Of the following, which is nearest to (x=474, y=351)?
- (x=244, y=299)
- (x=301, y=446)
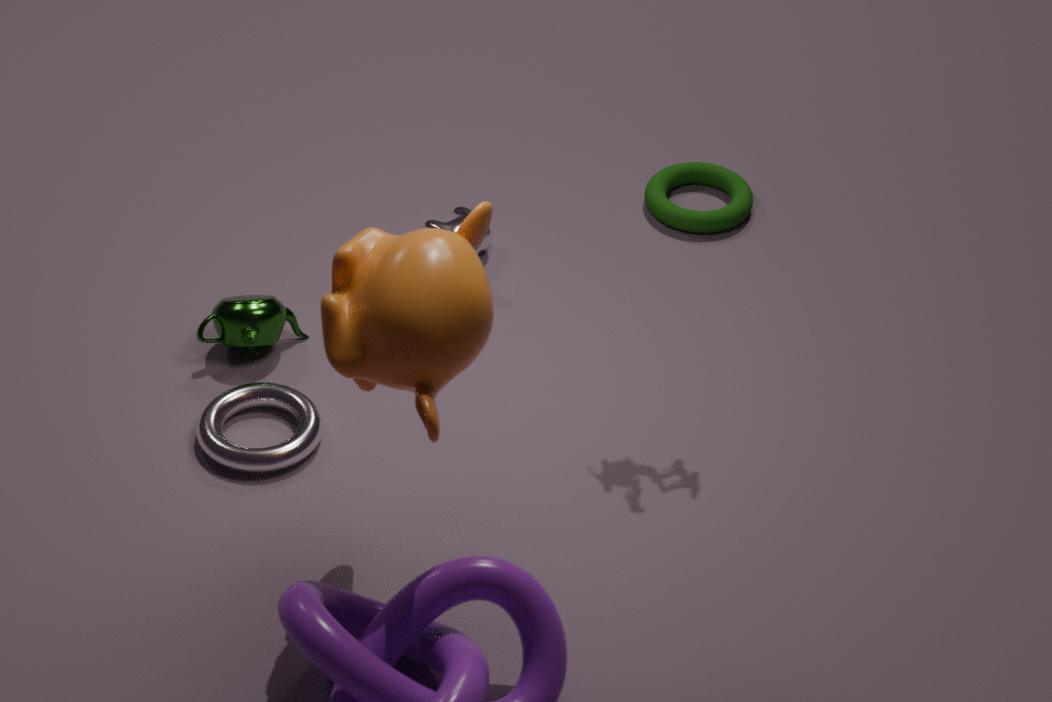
(x=301, y=446)
